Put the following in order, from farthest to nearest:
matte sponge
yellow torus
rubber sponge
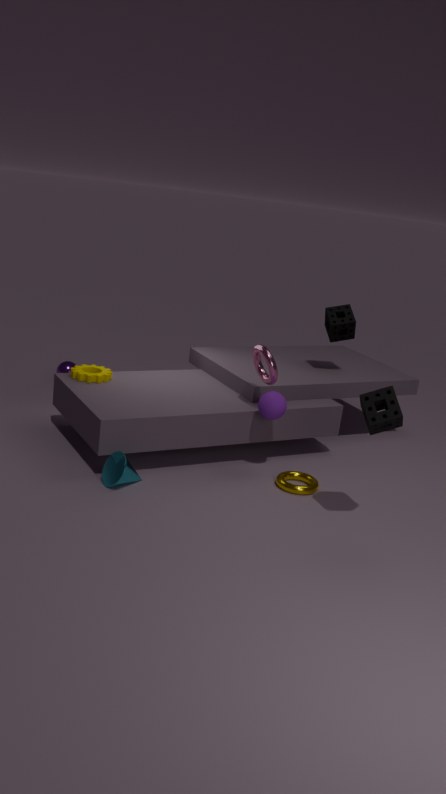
matte sponge → yellow torus → rubber sponge
